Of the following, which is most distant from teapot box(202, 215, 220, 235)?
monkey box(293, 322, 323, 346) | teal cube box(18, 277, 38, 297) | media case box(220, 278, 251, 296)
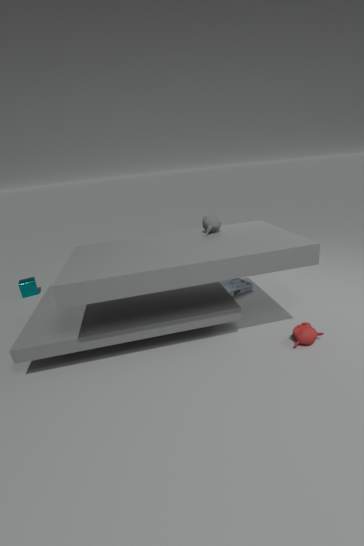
teal cube box(18, 277, 38, 297)
